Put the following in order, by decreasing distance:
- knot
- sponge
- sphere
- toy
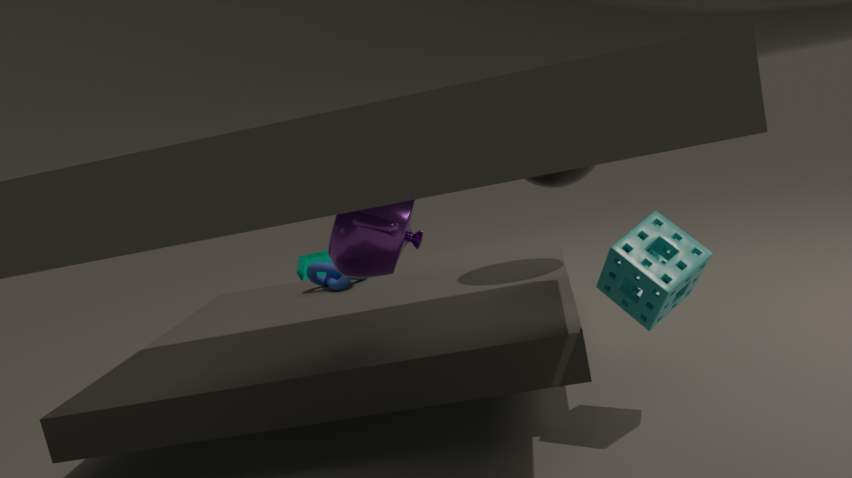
toy, knot, sphere, sponge
